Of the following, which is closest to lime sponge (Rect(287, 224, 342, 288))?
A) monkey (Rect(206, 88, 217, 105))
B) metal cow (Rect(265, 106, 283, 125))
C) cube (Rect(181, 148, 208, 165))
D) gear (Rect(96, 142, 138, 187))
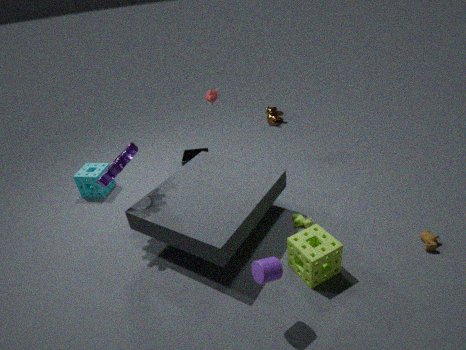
gear (Rect(96, 142, 138, 187))
